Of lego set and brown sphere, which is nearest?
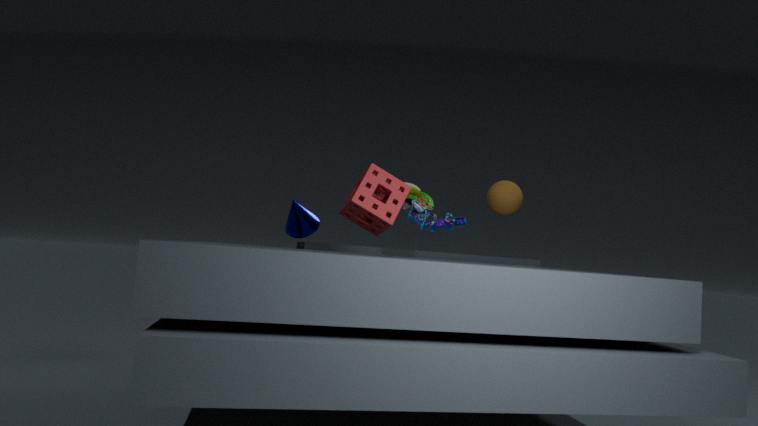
brown sphere
